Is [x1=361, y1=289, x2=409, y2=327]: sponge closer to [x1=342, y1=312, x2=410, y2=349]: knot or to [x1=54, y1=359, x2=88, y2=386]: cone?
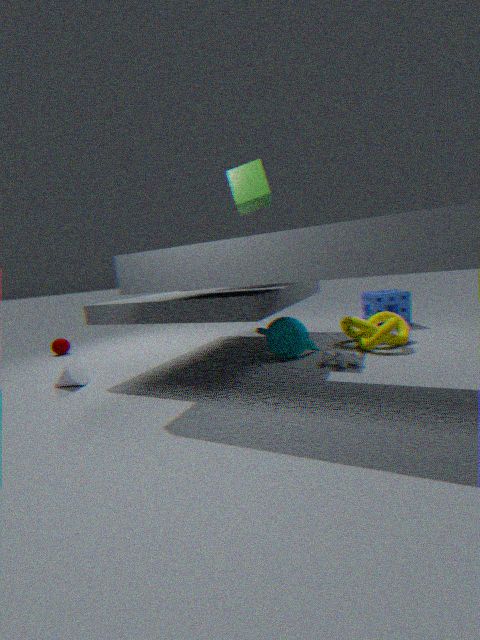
[x1=342, y1=312, x2=410, y2=349]: knot
